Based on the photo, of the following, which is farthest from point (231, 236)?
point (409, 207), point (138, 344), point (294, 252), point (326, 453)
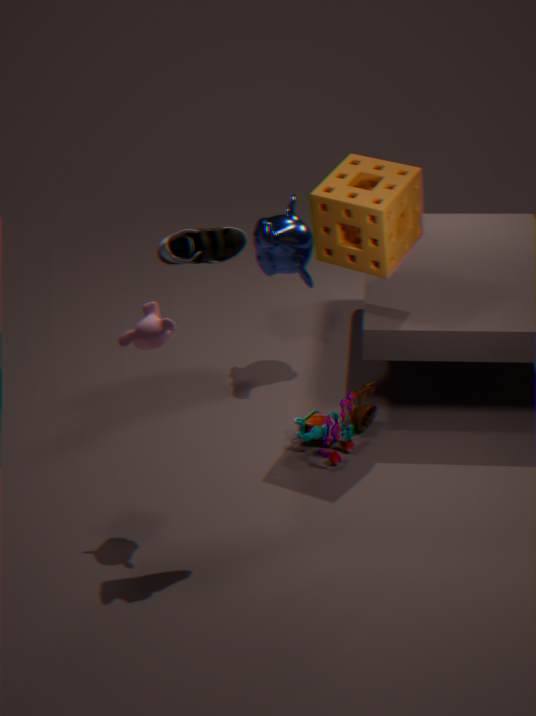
point (294, 252)
